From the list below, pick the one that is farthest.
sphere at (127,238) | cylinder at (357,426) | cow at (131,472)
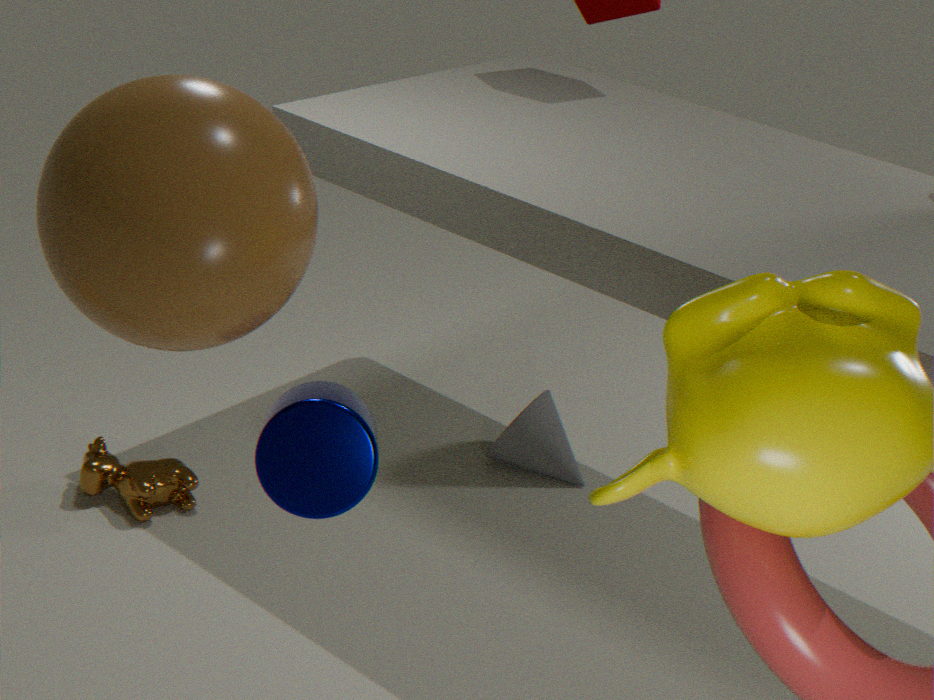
cow at (131,472)
